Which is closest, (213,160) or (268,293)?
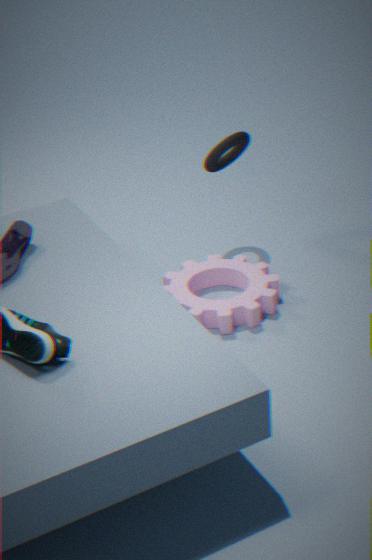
(268,293)
